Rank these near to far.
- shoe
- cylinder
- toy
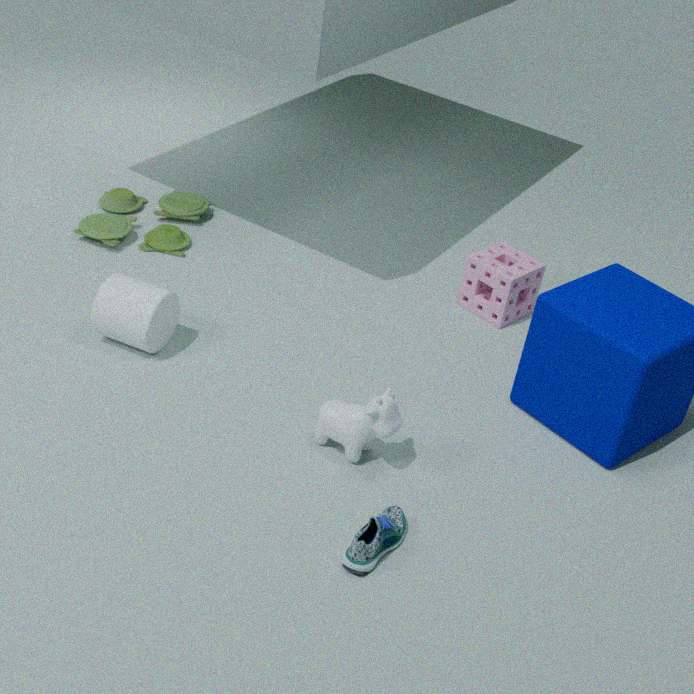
shoe, cylinder, toy
